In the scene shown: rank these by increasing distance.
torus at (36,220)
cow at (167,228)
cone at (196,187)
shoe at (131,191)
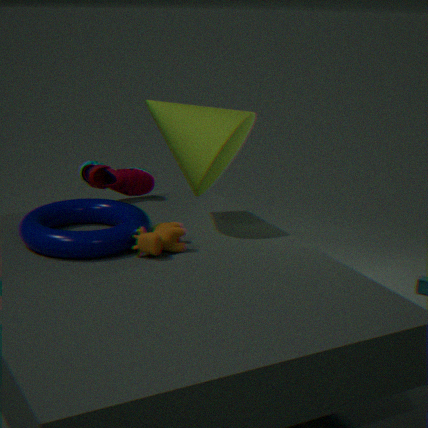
torus at (36,220) → cow at (167,228) → cone at (196,187) → shoe at (131,191)
